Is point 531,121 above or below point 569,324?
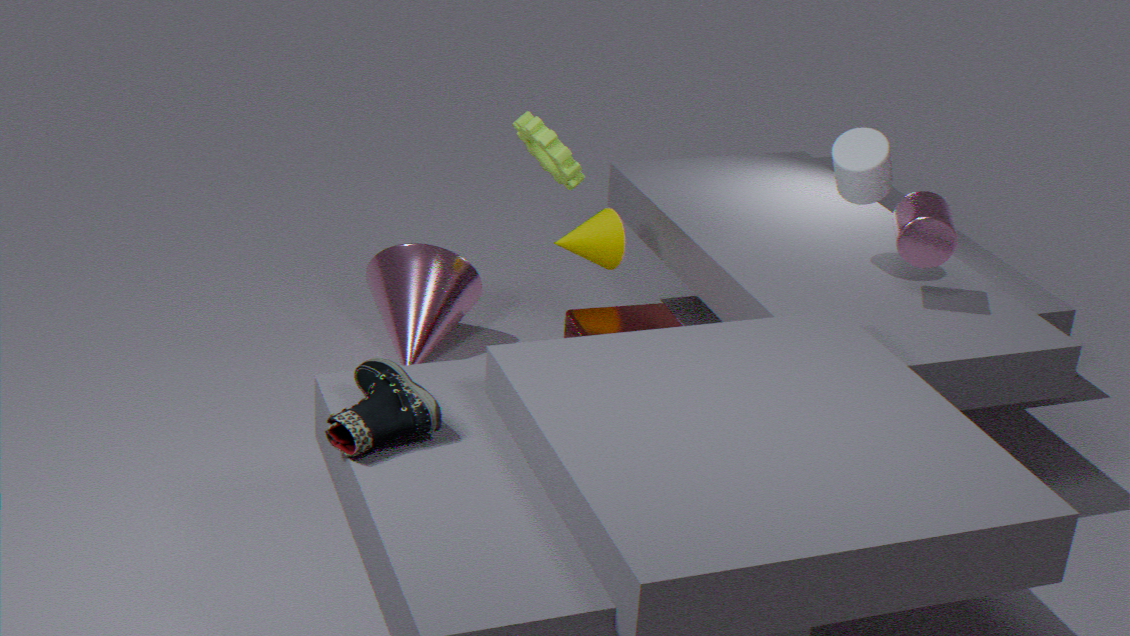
above
